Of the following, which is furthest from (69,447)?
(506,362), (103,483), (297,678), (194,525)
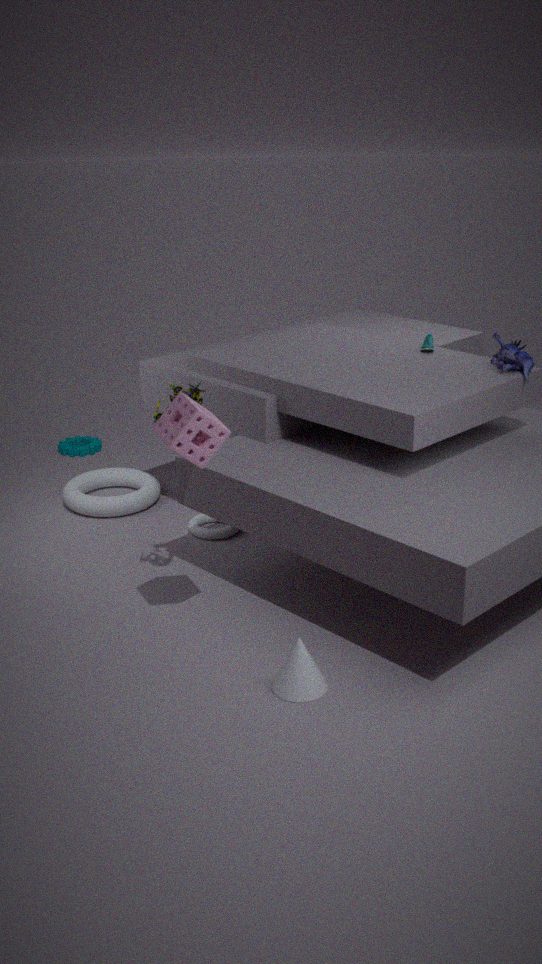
(297,678)
